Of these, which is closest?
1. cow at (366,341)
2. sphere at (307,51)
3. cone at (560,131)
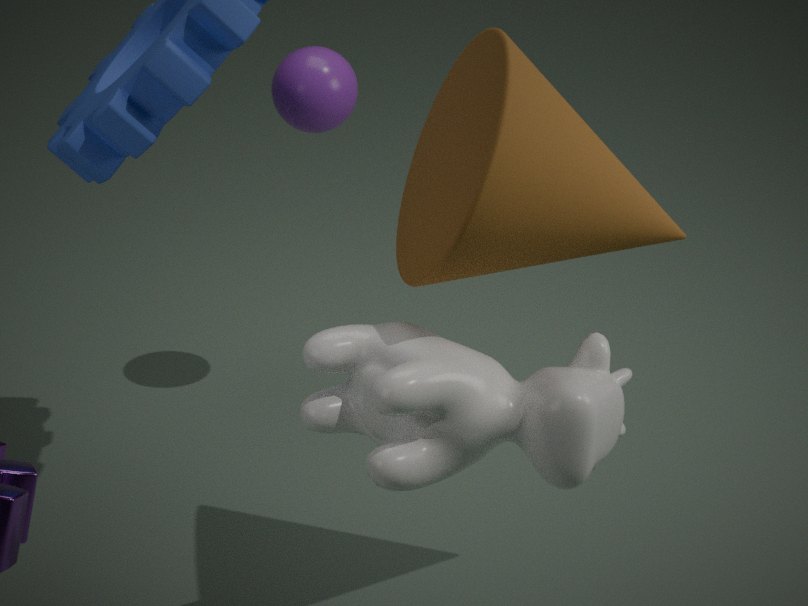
cone at (560,131)
